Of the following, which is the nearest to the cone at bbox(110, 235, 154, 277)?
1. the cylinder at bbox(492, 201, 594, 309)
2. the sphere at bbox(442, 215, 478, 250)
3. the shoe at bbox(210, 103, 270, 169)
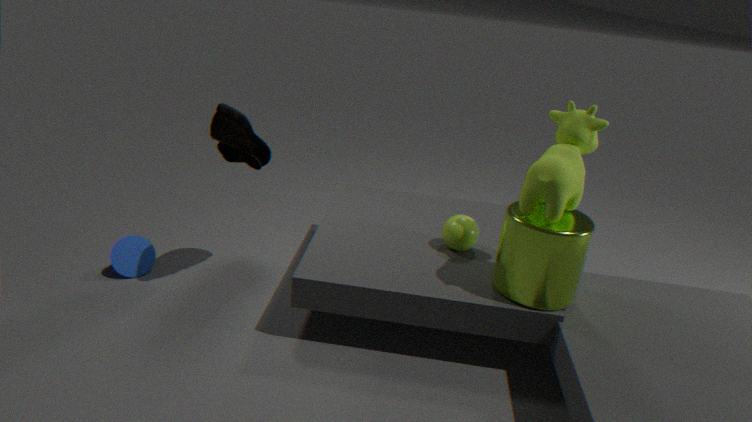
the shoe at bbox(210, 103, 270, 169)
